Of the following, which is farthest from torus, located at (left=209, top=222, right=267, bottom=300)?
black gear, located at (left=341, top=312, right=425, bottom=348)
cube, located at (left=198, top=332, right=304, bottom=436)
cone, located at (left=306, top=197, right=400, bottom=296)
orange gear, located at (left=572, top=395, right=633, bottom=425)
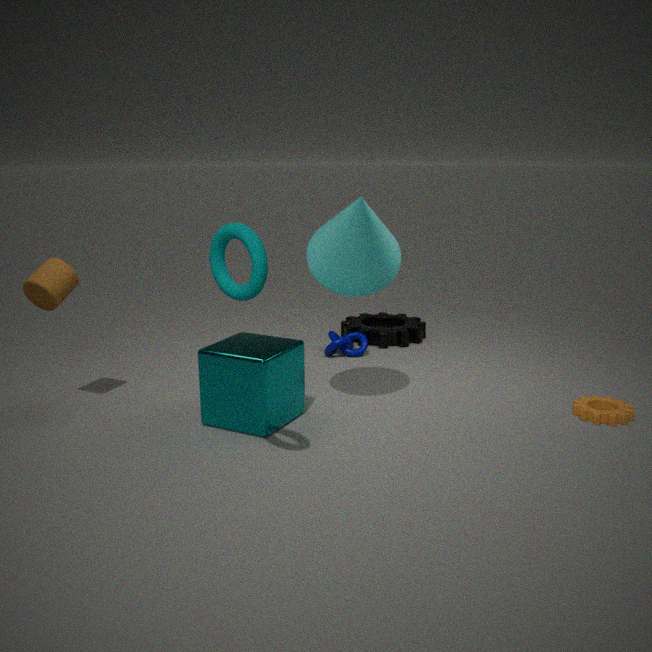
black gear, located at (left=341, top=312, right=425, bottom=348)
